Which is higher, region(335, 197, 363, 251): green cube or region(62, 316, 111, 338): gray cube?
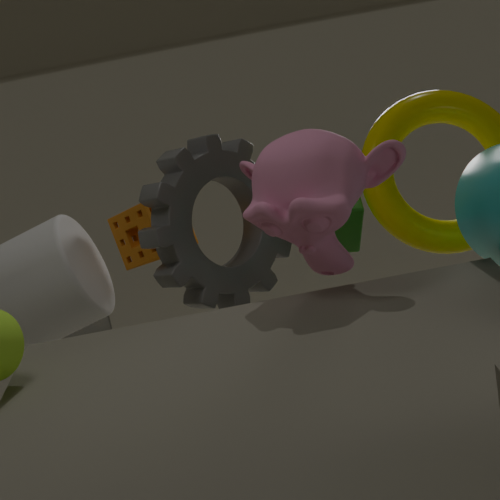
region(335, 197, 363, 251): green cube
